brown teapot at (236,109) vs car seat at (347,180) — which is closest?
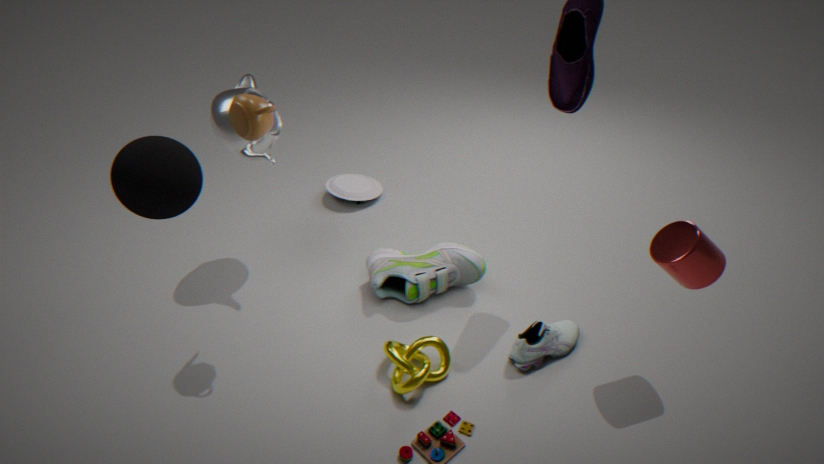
brown teapot at (236,109)
